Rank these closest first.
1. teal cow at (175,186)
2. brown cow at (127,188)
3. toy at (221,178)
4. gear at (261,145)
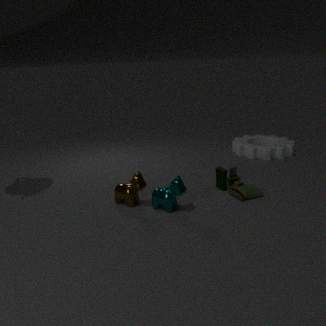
teal cow at (175,186)
brown cow at (127,188)
toy at (221,178)
gear at (261,145)
